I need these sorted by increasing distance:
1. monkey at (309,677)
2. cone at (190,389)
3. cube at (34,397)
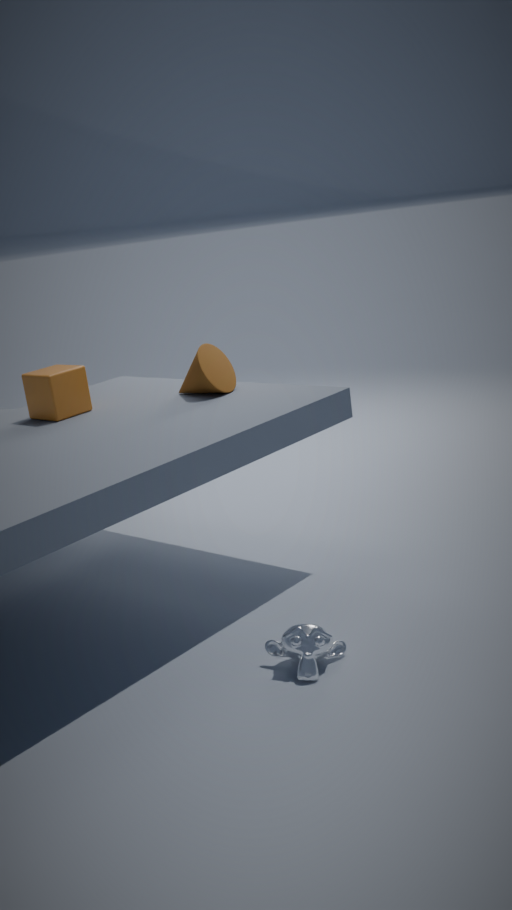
1. monkey at (309,677)
2. cube at (34,397)
3. cone at (190,389)
